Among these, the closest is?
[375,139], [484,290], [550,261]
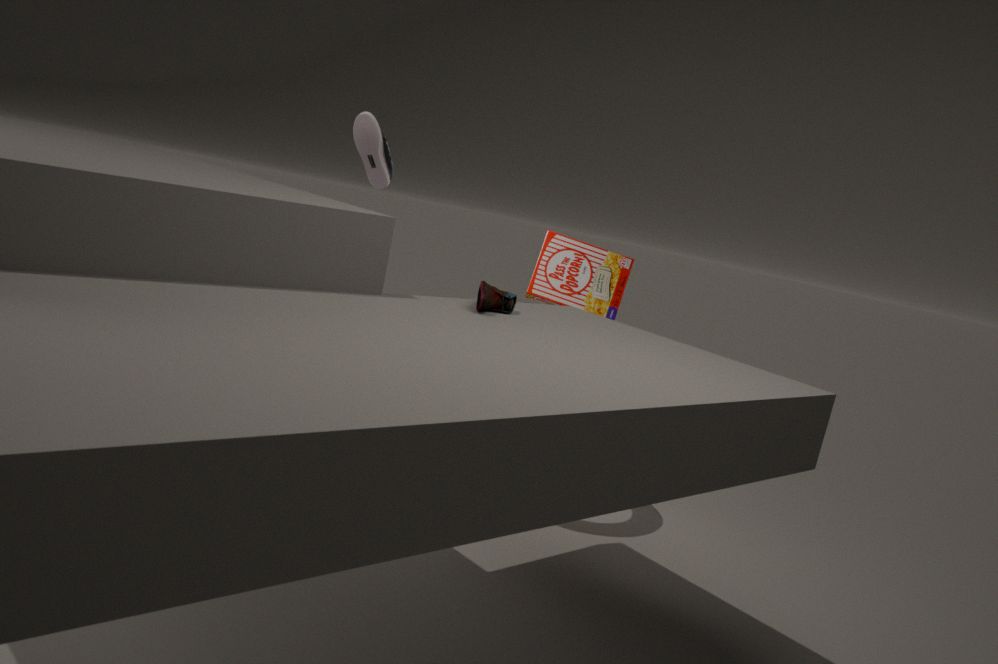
[484,290]
